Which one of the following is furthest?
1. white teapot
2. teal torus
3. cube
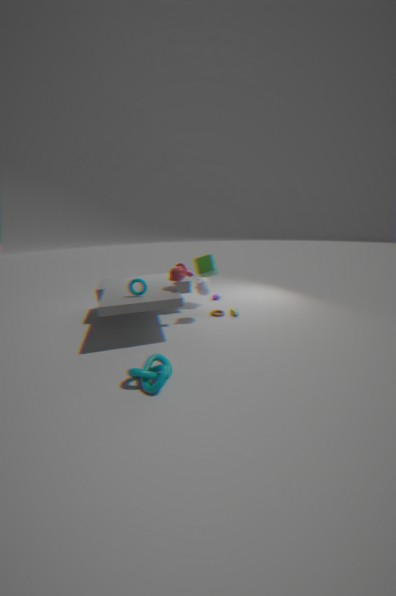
cube
